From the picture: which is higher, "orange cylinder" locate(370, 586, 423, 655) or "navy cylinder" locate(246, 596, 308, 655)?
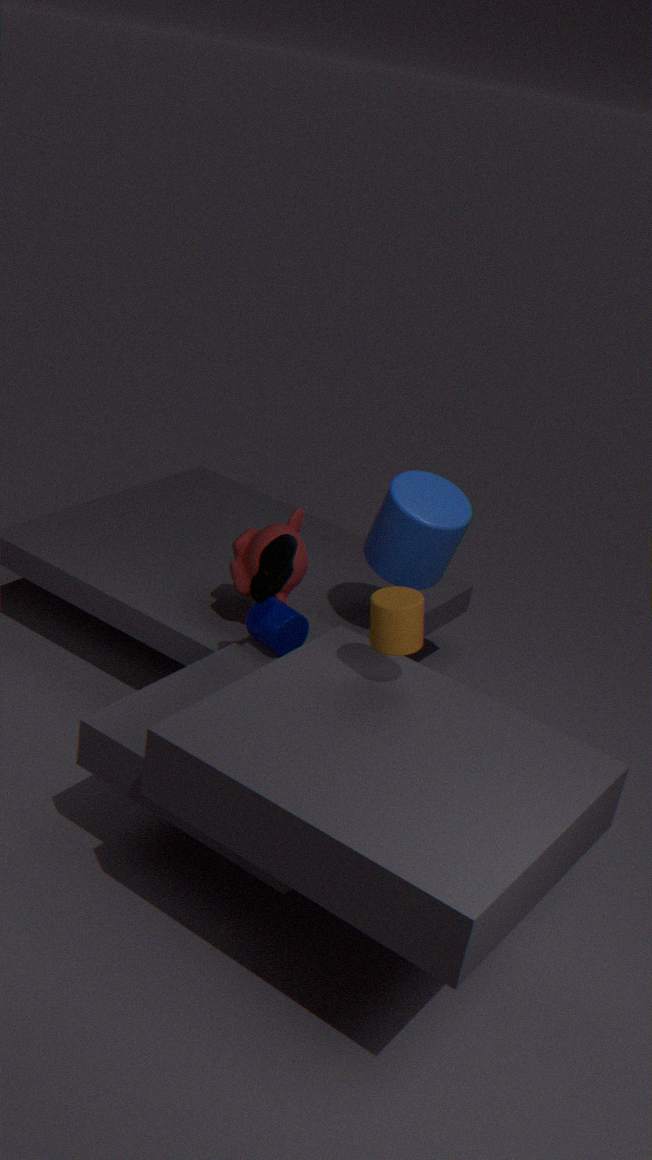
"orange cylinder" locate(370, 586, 423, 655)
